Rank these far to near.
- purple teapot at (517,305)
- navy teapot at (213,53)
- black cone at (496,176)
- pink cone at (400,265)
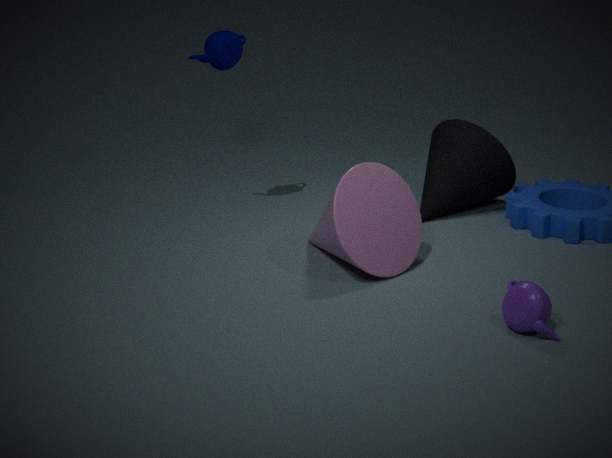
1. black cone at (496,176)
2. navy teapot at (213,53)
3. pink cone at (400,265)
4. purple teapot at (517,305)
